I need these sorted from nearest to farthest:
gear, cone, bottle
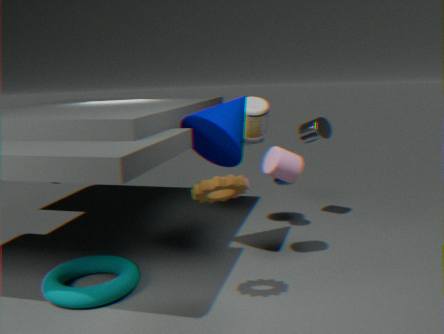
gear < cone < bottle
